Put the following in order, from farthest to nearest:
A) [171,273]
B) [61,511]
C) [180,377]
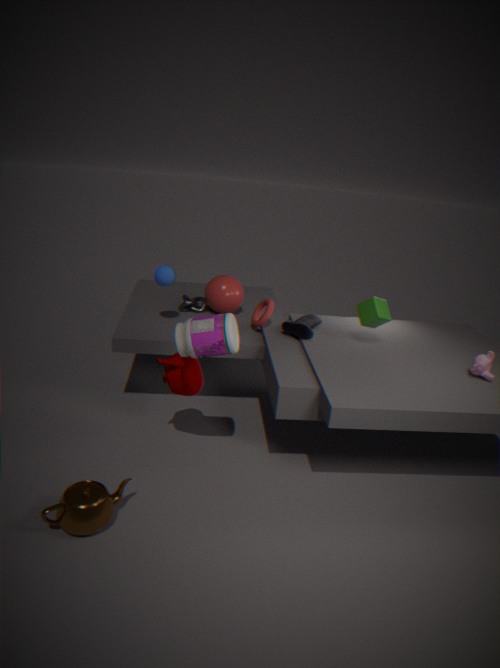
[171,273]
[180,377]
[61,511]
